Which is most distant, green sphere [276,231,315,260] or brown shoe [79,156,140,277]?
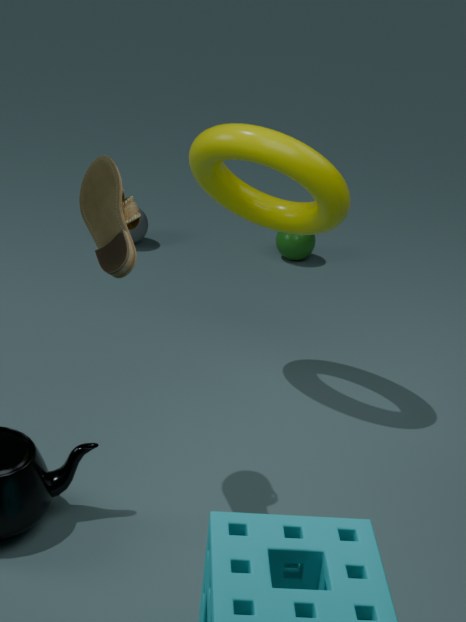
green sphere [276,231,315,260]
